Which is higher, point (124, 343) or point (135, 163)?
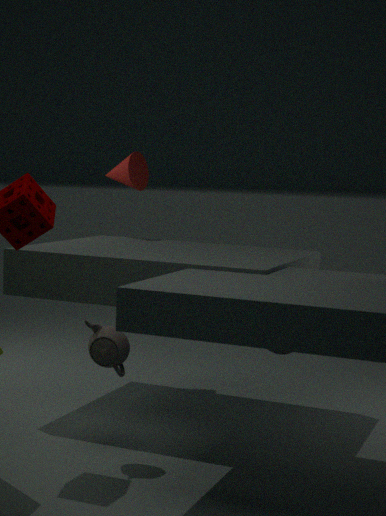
point (135, 163)
